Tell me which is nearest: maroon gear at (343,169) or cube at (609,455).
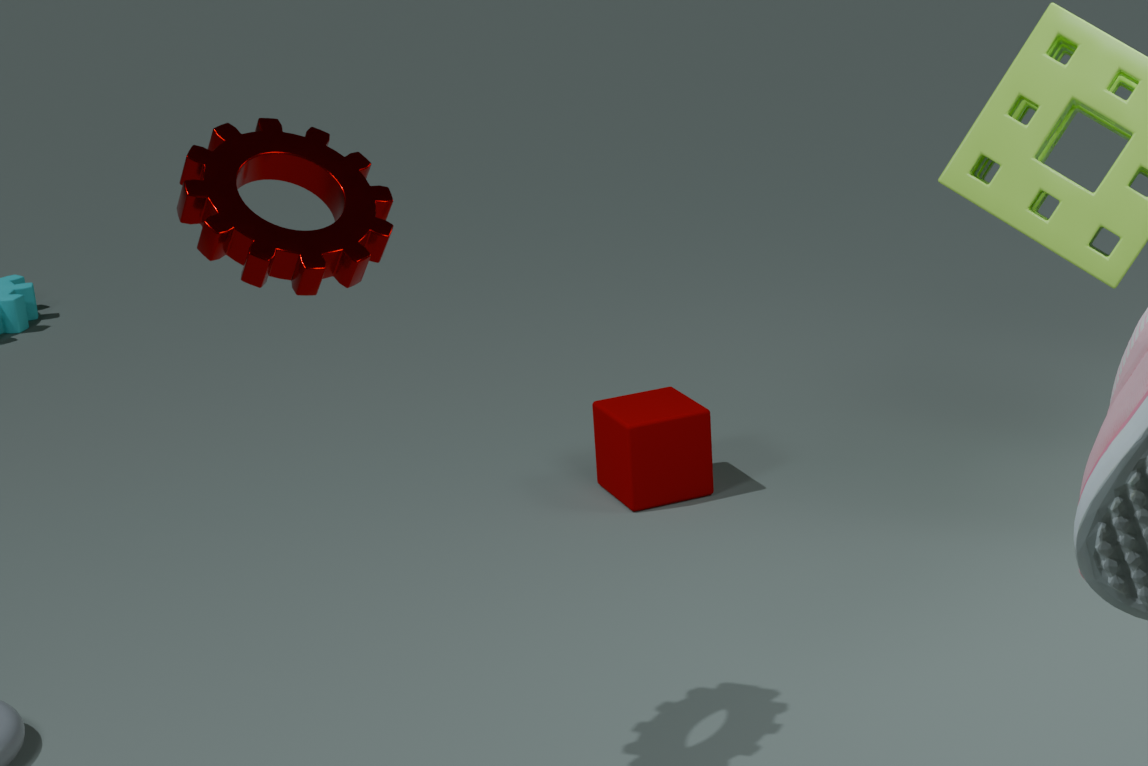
maroon gear at (343,169)
